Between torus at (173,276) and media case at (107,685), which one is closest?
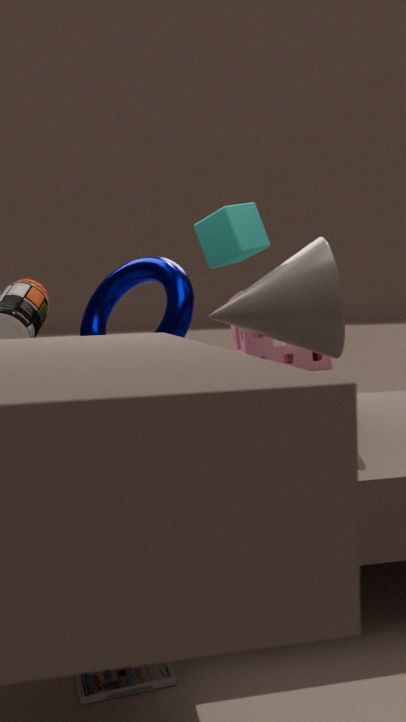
media case at (107,685)
